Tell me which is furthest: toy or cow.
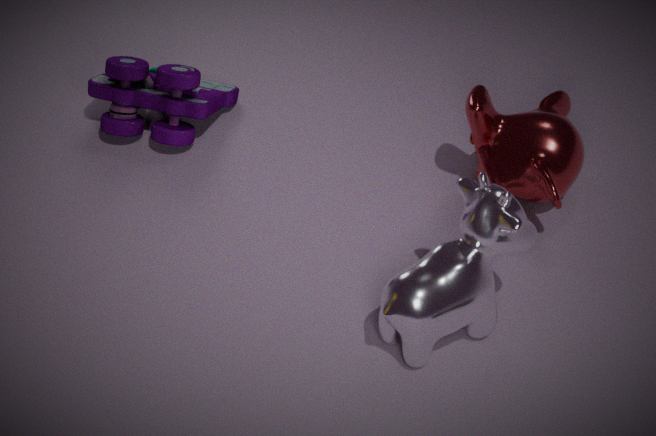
toy
